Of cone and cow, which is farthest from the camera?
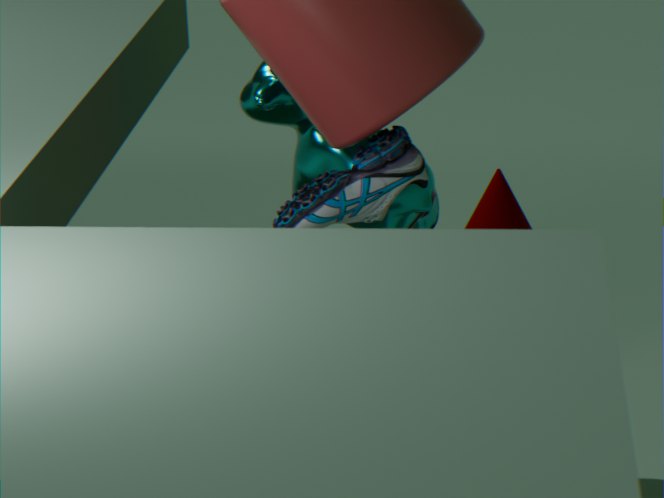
cone
